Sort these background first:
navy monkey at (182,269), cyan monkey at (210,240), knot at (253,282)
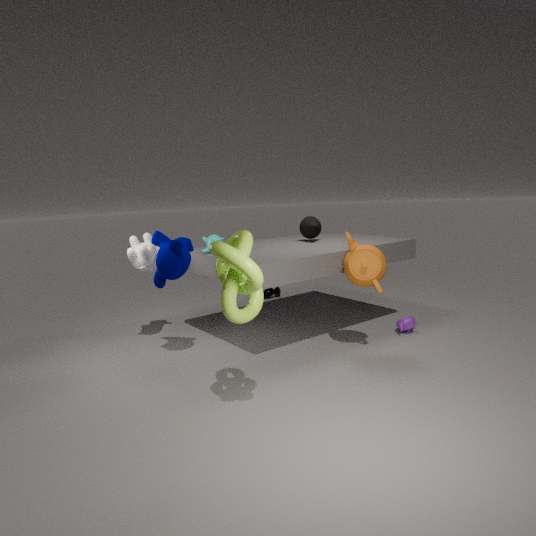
cyan monkey at (210,240), navy monkey at (182,269), knot at (253,282)
